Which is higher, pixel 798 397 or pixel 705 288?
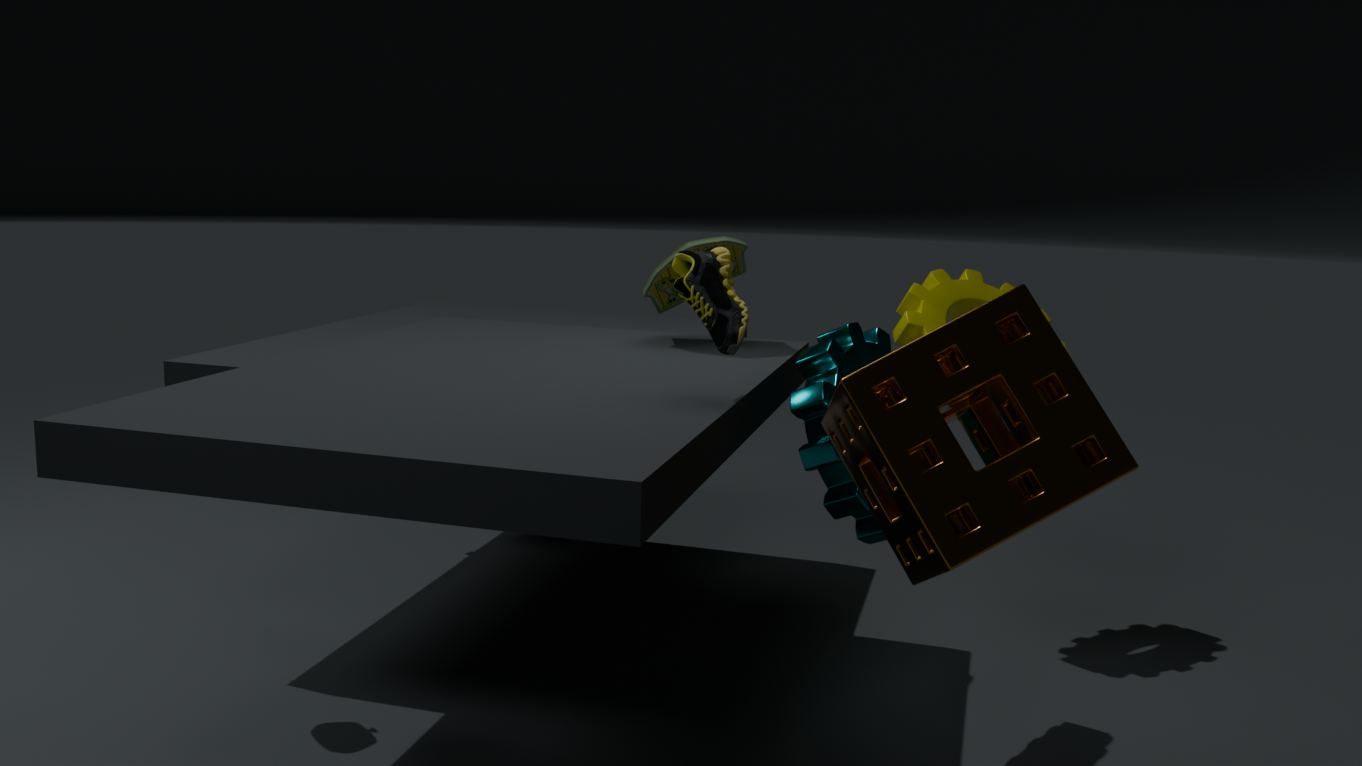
pixel 705 288
